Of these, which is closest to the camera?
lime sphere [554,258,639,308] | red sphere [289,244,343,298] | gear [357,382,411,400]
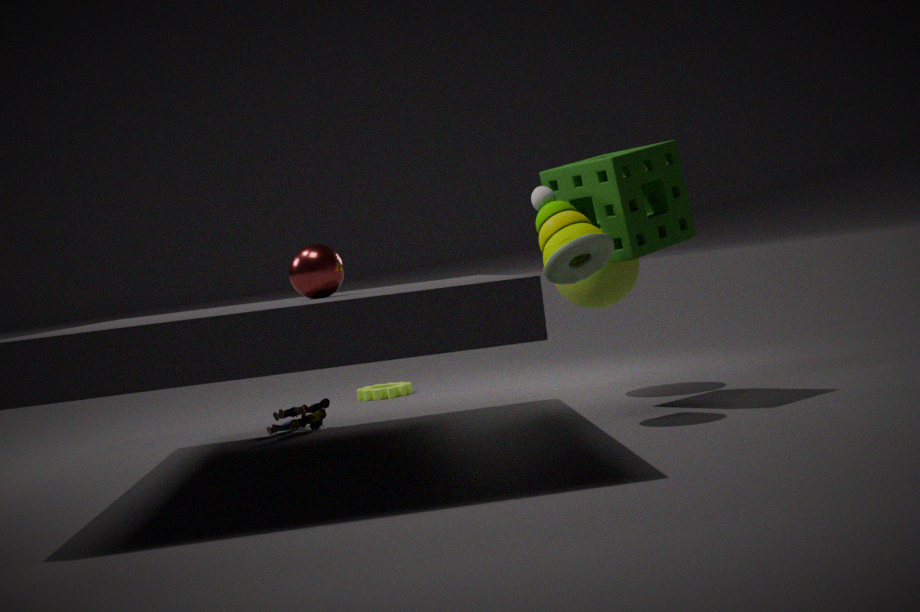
red sphere [289,244,343,298]
